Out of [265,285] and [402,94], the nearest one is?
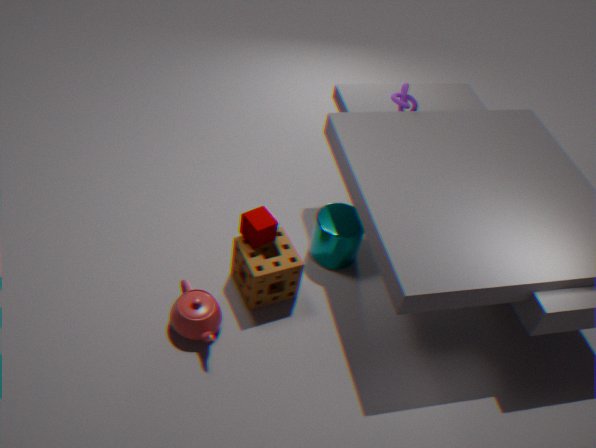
[265,285]
